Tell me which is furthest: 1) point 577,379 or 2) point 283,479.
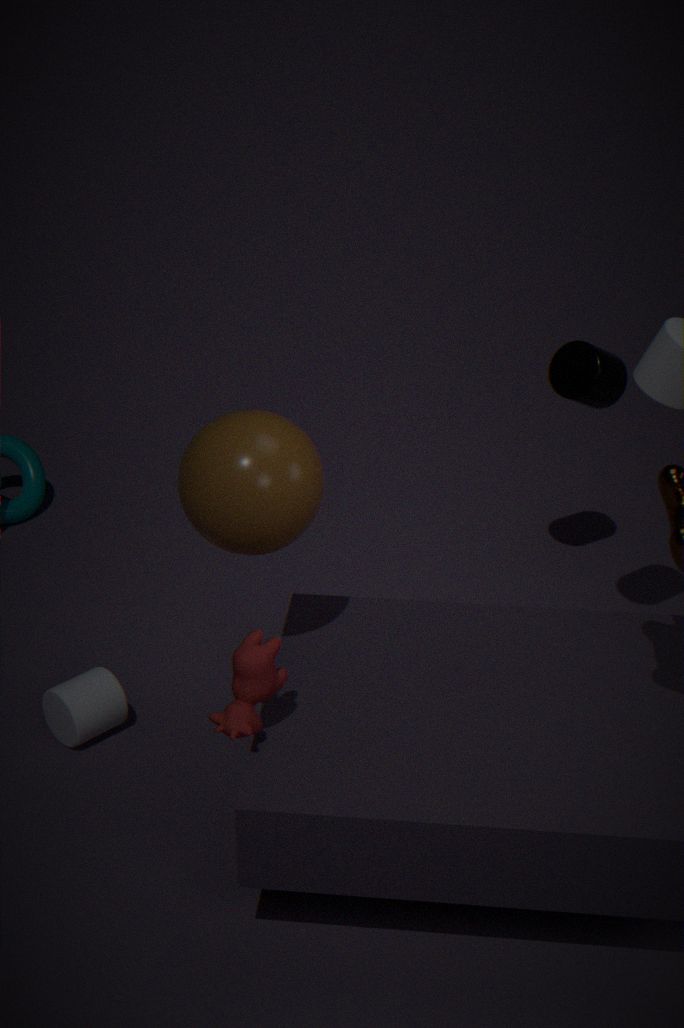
1. point 577,379
